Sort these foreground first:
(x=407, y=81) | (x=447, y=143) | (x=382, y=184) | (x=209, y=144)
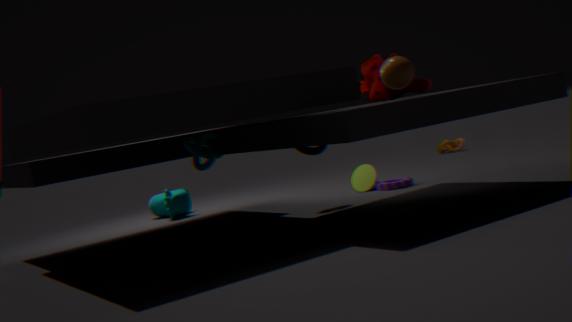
1. (x=407, y=81)
2. (x=209, y=144)
3. (x=382, y=184)
4. (x=447, y=143)
